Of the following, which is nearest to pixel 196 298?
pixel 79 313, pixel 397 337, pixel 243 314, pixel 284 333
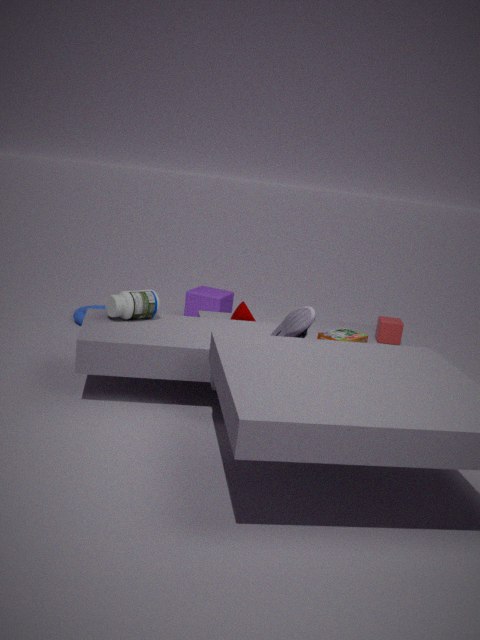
pixel 79 313
